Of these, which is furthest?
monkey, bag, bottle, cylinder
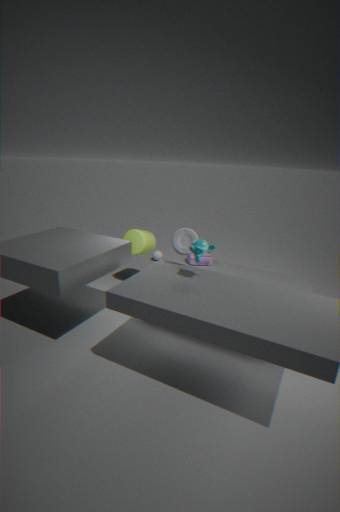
bag
